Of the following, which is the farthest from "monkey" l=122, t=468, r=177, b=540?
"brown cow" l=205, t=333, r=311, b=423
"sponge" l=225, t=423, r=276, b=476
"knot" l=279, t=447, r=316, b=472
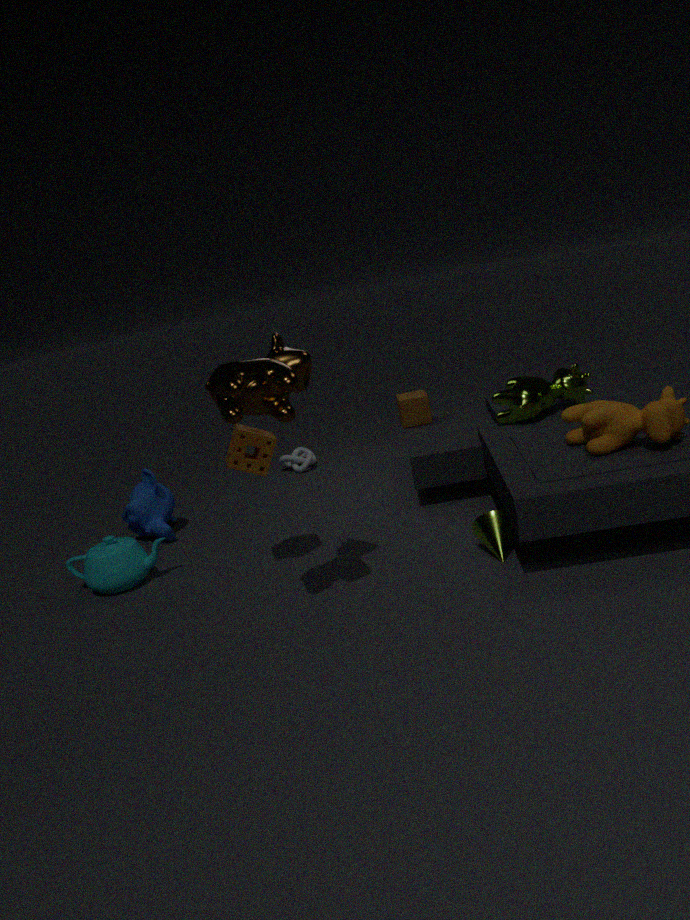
"brown cow" l=205, t=333, r=311, b=423
